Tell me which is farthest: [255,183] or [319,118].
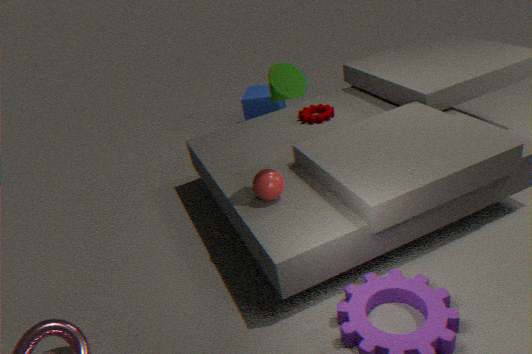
[319,118]
